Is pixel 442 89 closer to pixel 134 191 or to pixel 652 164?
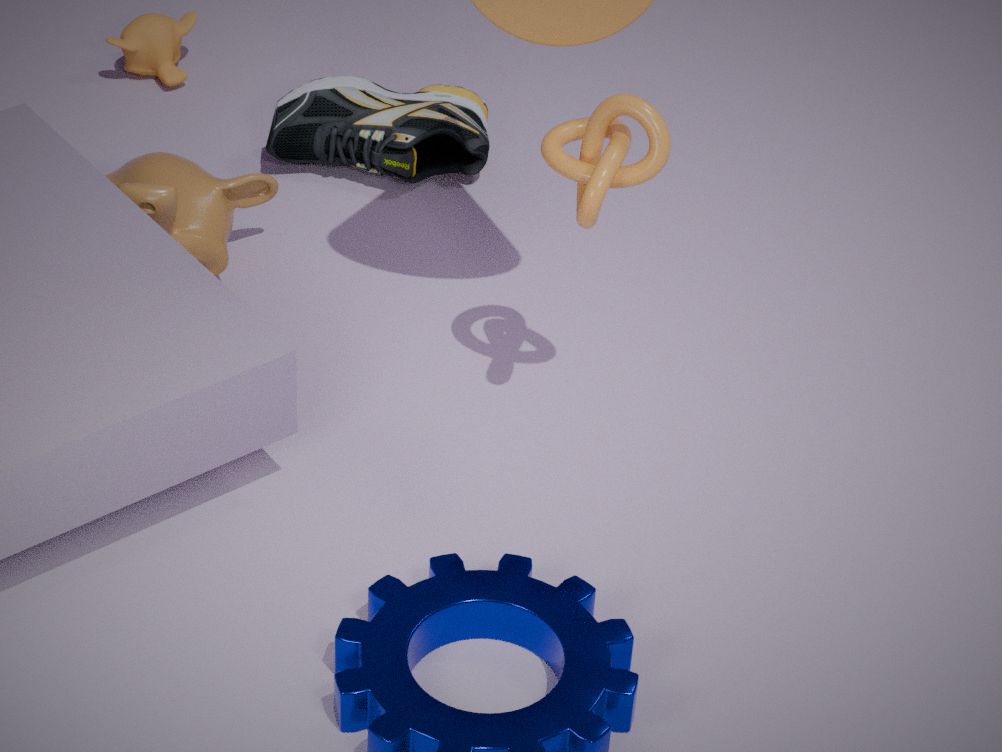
pixel 134 191
